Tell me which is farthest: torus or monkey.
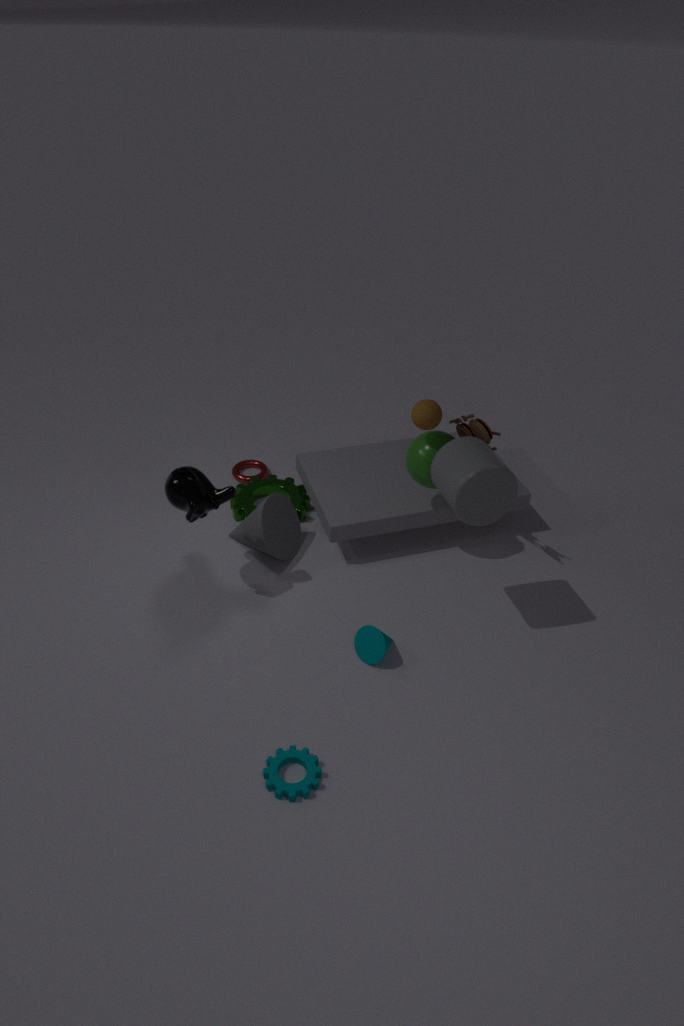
torus
